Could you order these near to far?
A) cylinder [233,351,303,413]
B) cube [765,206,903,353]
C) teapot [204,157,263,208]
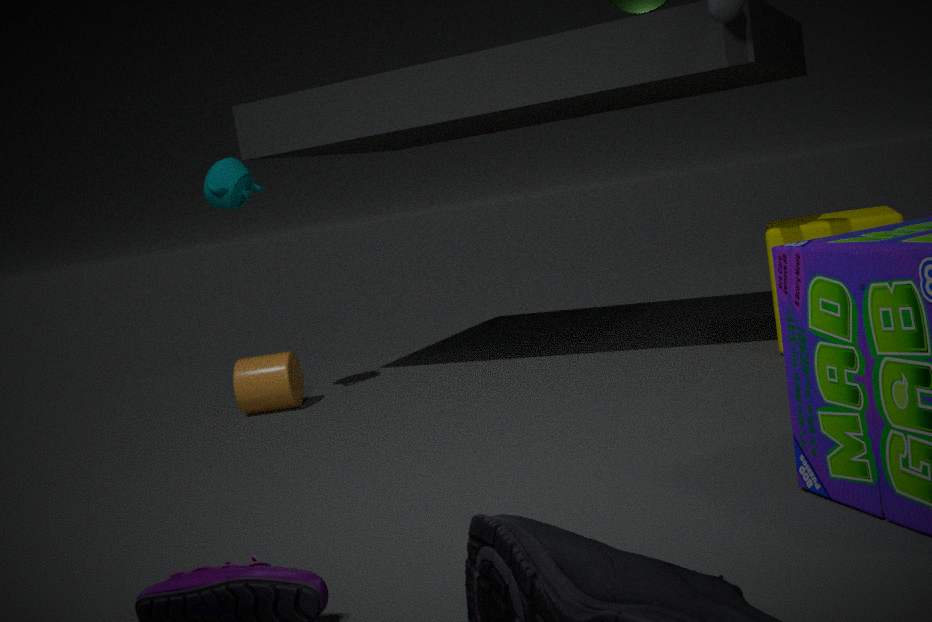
cube [765,206,903,353] → teapot [204,157,263,208] → cylinder [233,351,303,413]
